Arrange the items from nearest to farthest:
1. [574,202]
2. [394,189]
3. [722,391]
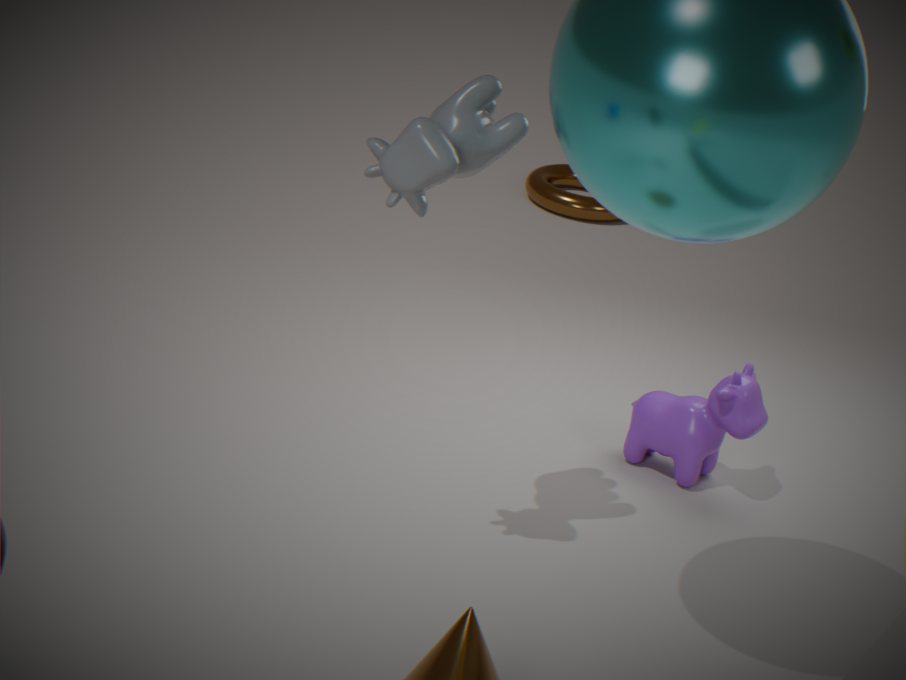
[394,189], [722,391], [574,202]
